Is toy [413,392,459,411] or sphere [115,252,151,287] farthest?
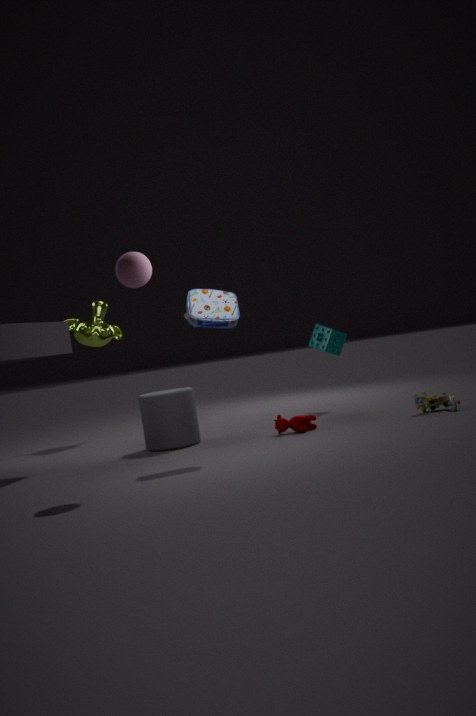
toy [413,392,459,411]
